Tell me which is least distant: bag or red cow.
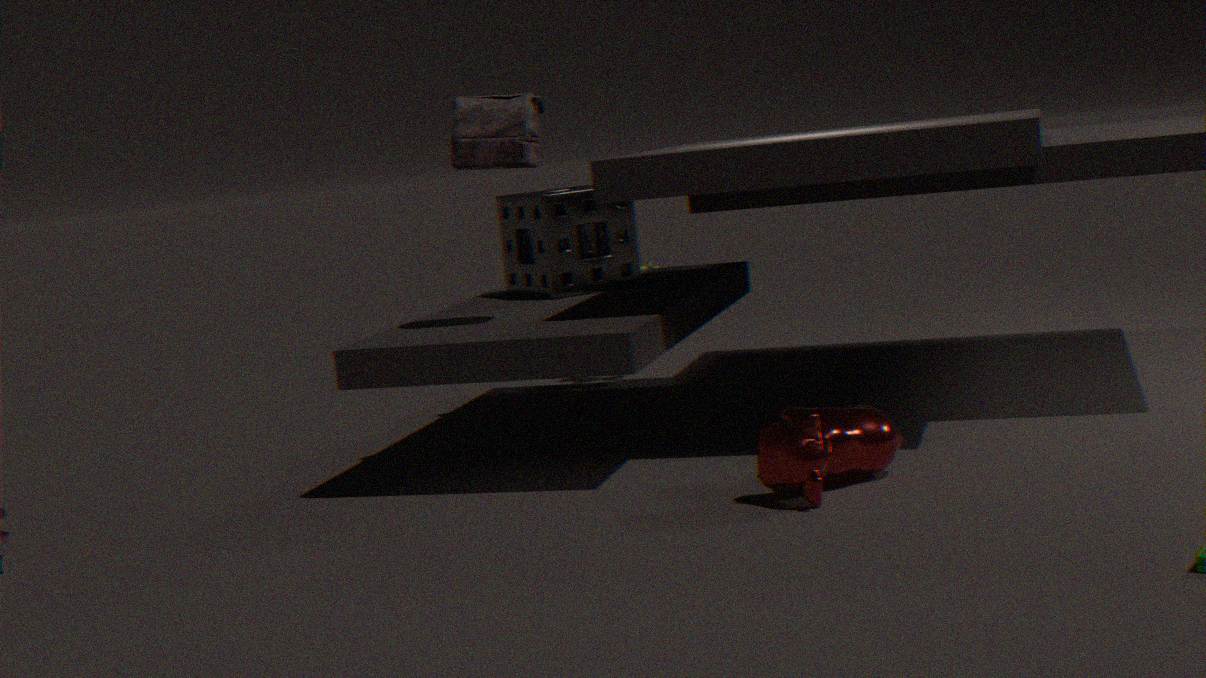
red cow
